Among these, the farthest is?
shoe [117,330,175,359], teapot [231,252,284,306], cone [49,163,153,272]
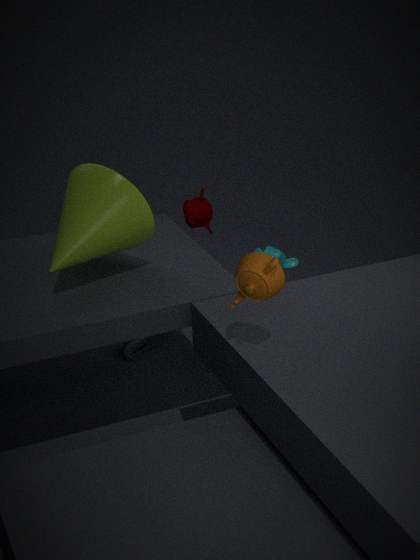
shoe [117,330,175,359]
